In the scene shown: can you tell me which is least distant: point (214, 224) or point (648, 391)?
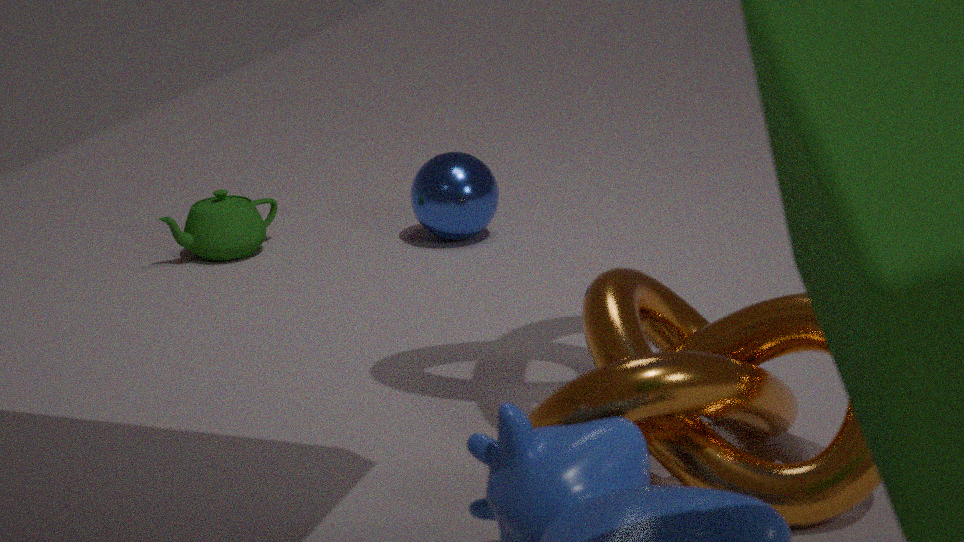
point (648, 391)
